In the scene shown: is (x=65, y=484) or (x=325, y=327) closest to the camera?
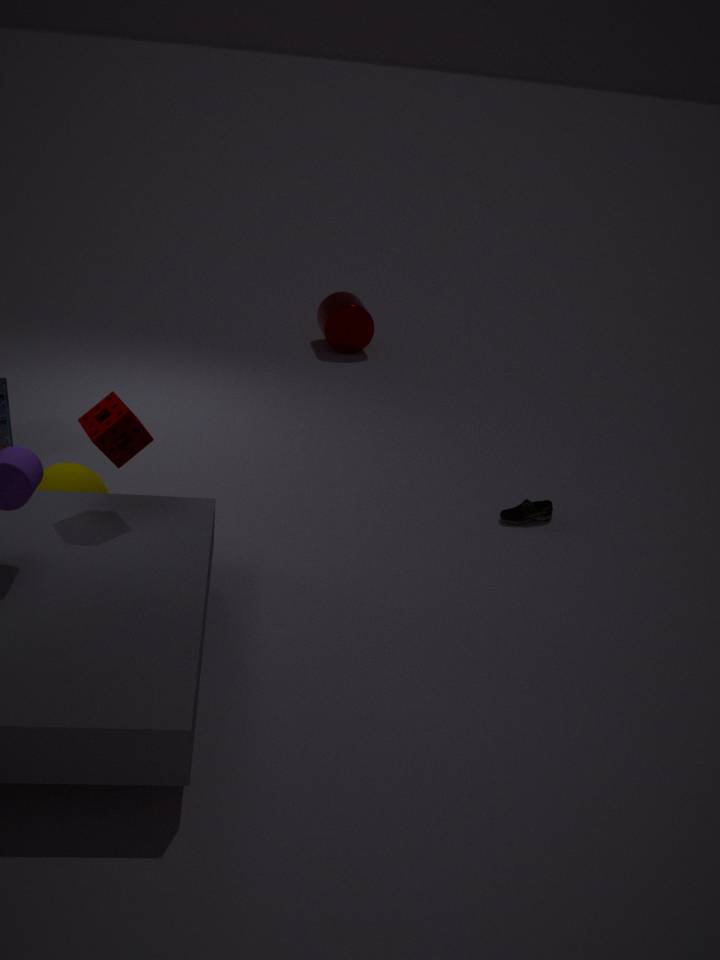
(x=65, y=484)
